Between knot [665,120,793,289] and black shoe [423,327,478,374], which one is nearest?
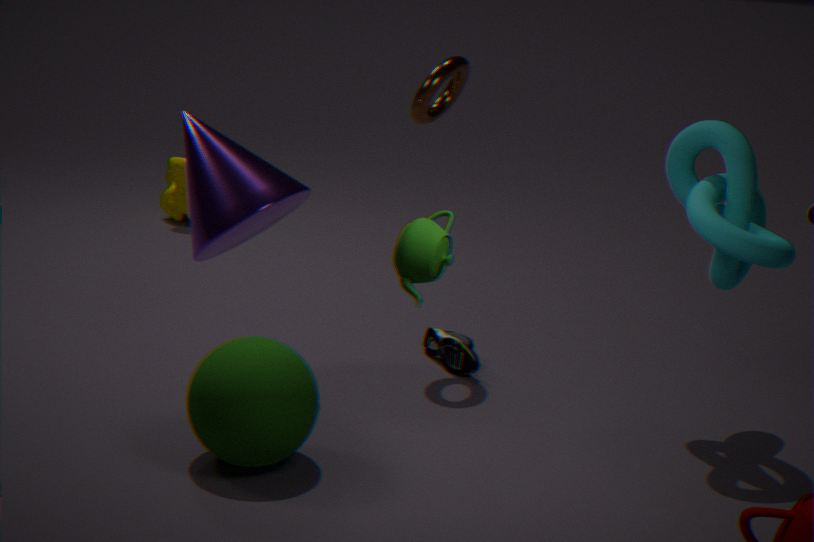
knot [665,120,793,289]
